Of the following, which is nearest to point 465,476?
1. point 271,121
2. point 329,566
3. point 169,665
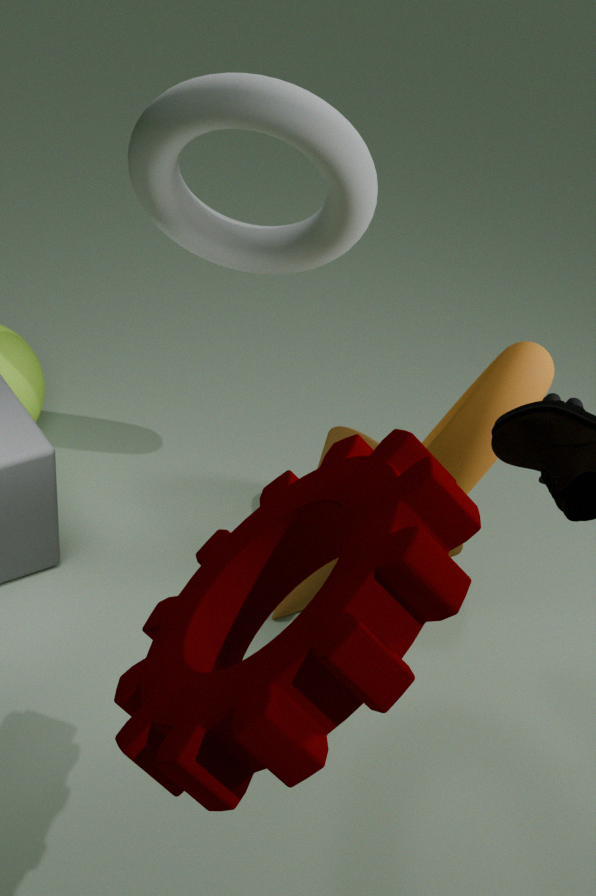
point 329,566
